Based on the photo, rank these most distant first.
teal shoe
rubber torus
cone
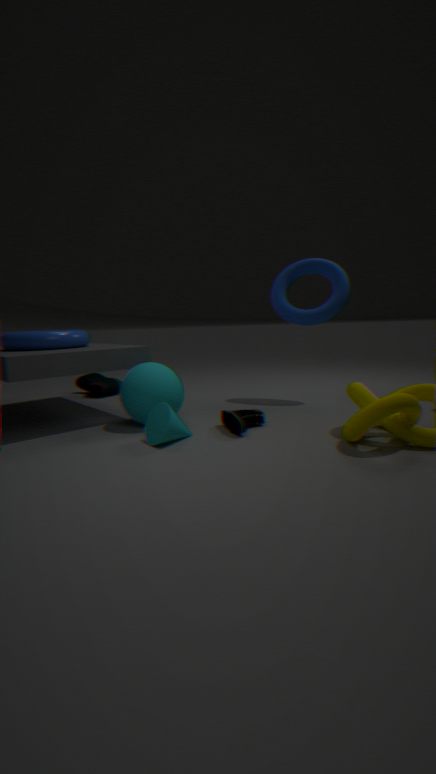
teal shoe, rubber torus, cone
